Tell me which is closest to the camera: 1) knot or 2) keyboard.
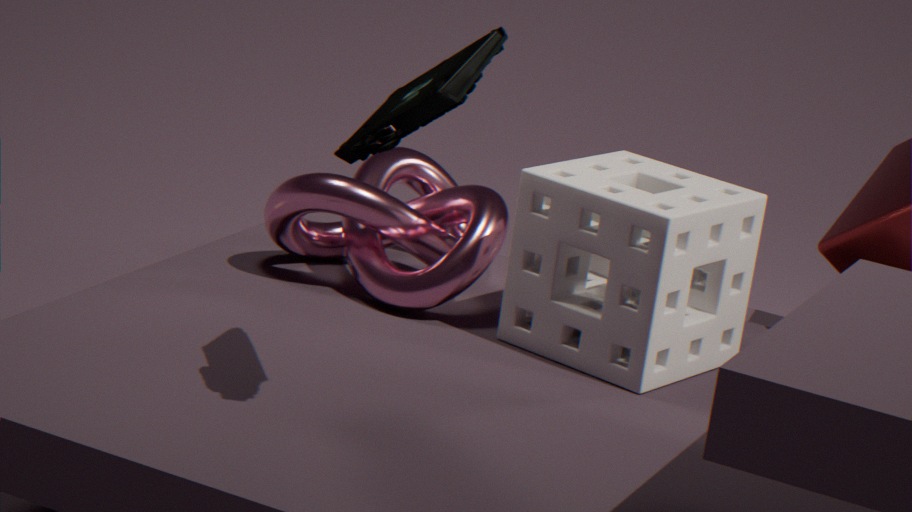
2. keyboard
